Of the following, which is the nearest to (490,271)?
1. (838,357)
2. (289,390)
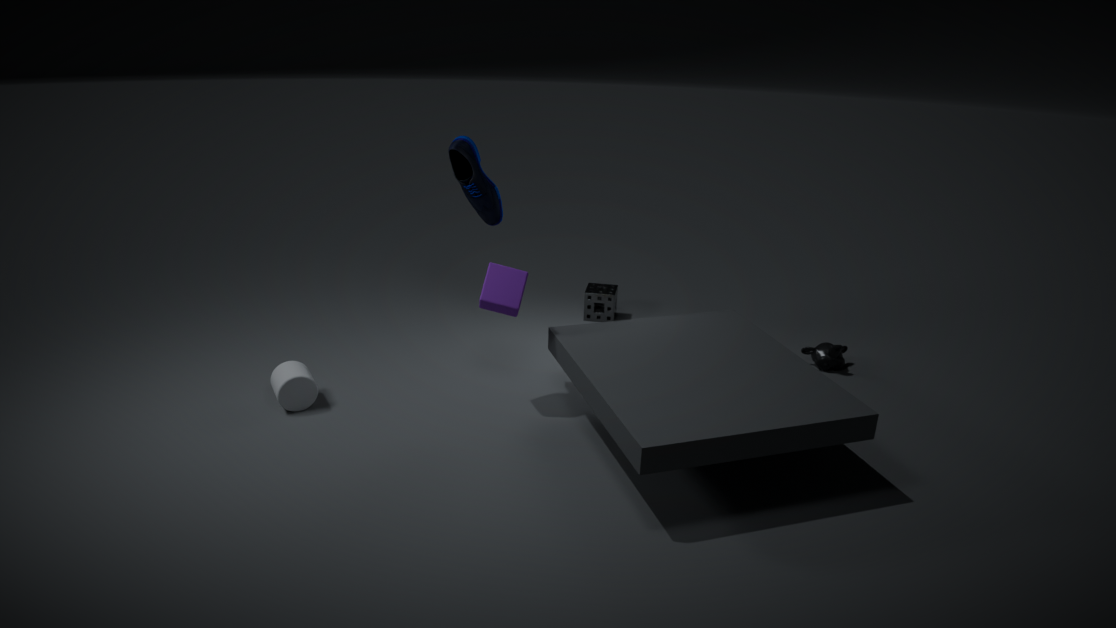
(289,390)
